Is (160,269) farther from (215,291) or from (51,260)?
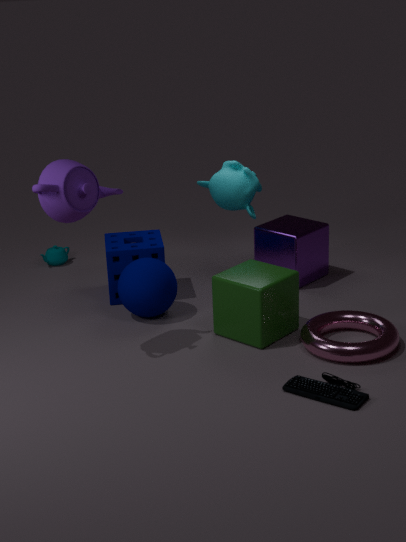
(51,260)
